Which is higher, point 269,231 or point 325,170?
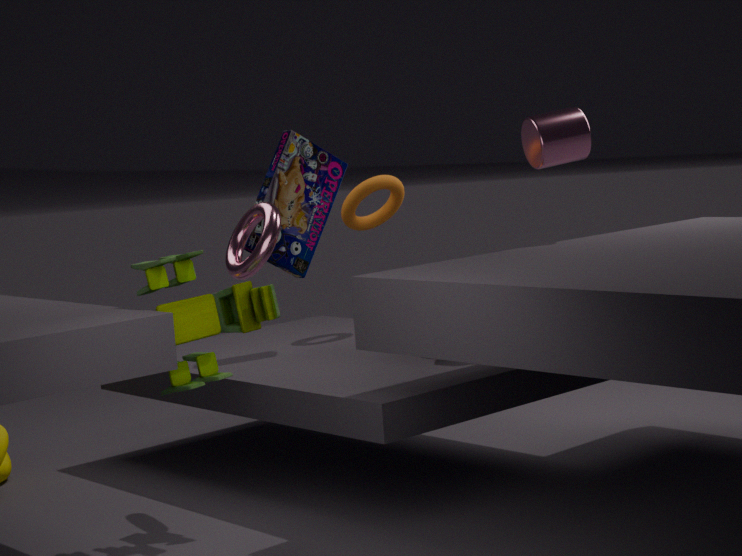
point 325,170
